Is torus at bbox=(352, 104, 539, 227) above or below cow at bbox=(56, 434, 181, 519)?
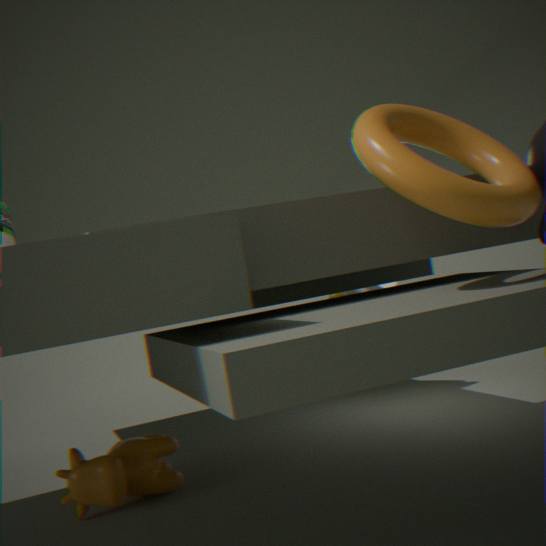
above
